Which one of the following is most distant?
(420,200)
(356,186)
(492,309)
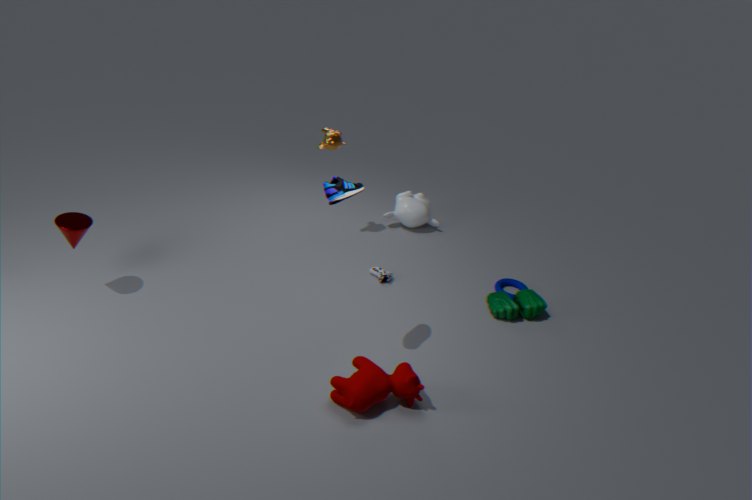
(420,200)
